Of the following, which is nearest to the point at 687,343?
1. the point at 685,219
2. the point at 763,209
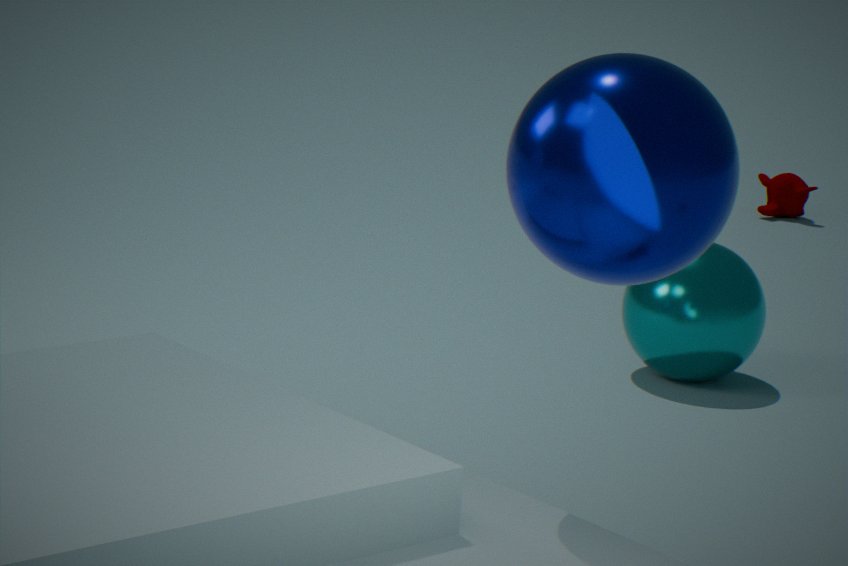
the point at 685,219
